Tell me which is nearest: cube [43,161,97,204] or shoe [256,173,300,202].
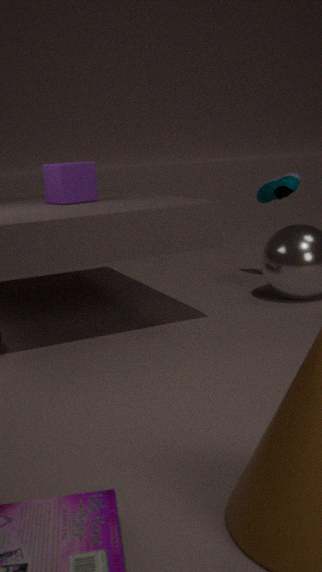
cube [43,161,97,204]
